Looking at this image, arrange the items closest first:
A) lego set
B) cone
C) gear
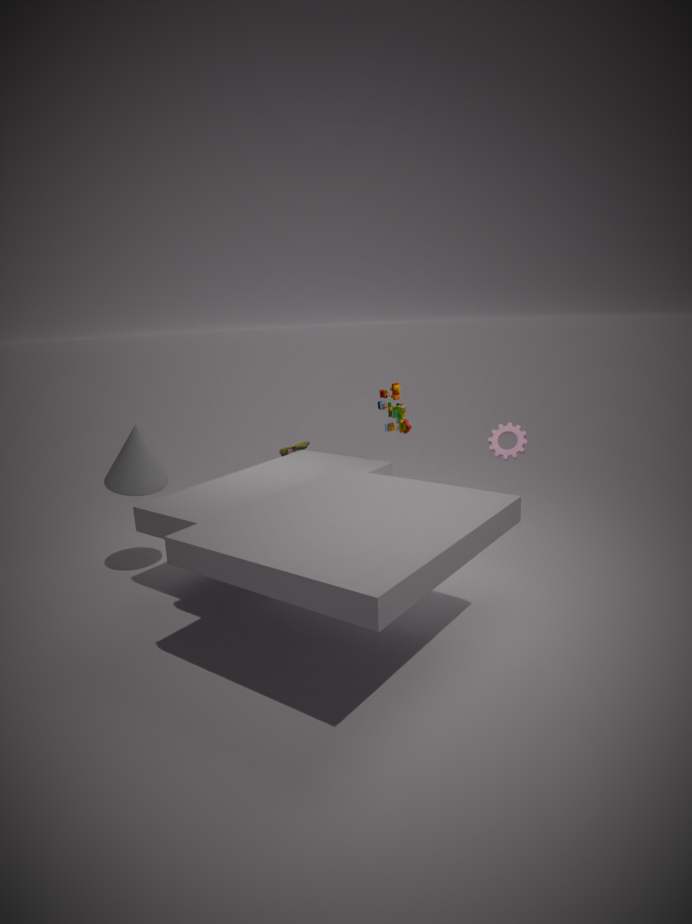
cone → gear → lego set
